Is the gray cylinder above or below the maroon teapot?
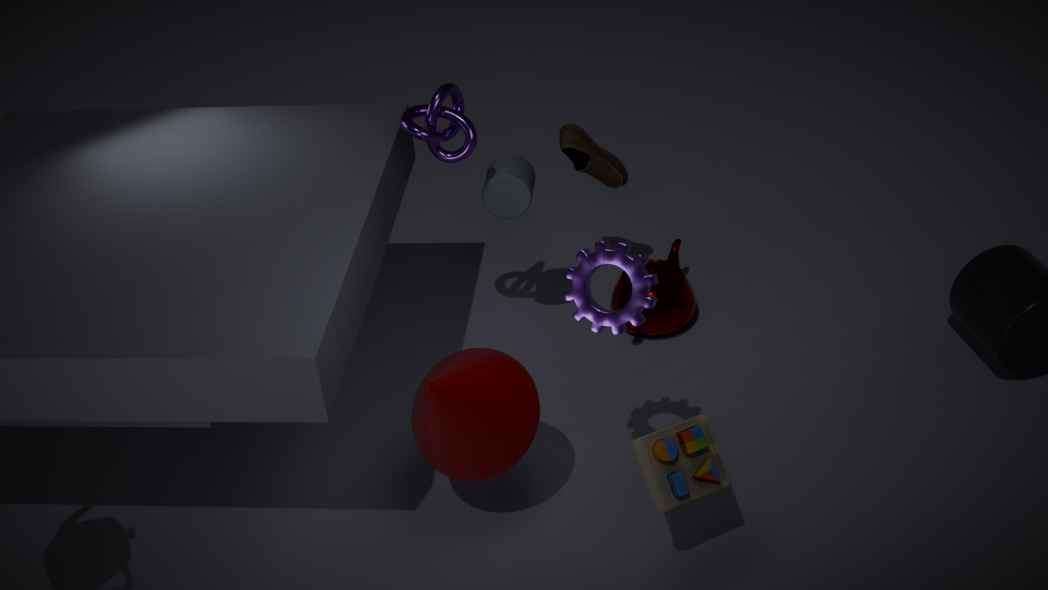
above
